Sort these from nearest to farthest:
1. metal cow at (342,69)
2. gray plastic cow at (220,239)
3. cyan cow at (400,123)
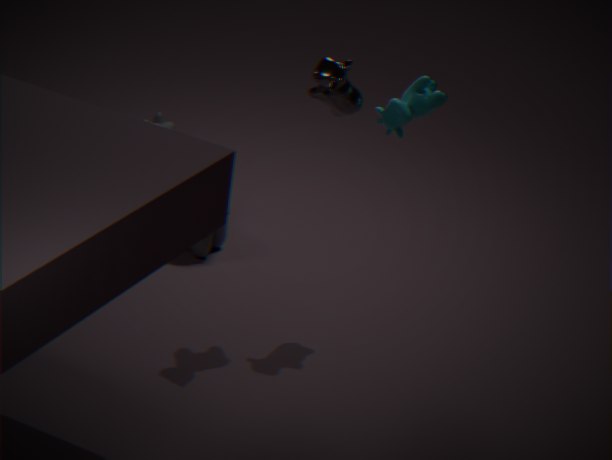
1. metal cow at (342,69)
2. cyan cow at (400,123)
3. gray plastic cow at (220,239)
